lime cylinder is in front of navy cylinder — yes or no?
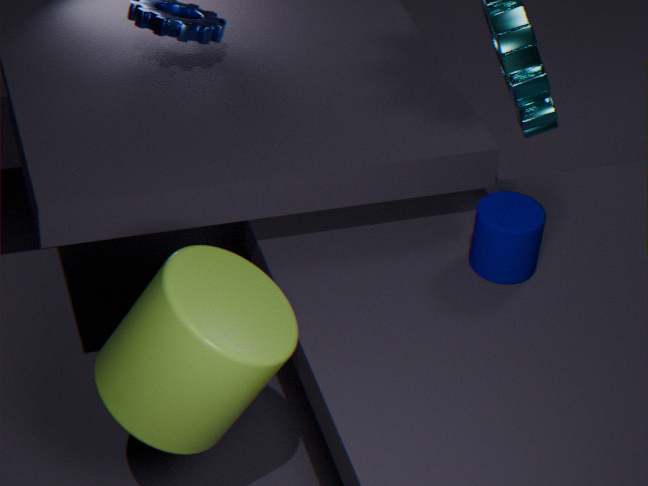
Yes
